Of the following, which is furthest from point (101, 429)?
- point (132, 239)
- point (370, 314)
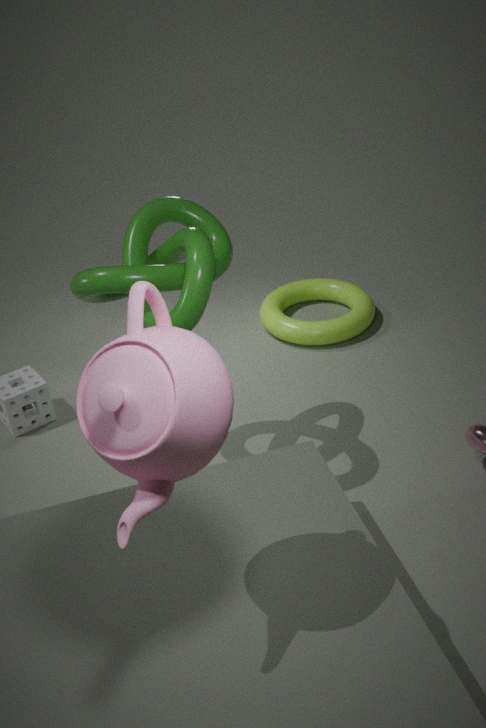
point (370, 314)
